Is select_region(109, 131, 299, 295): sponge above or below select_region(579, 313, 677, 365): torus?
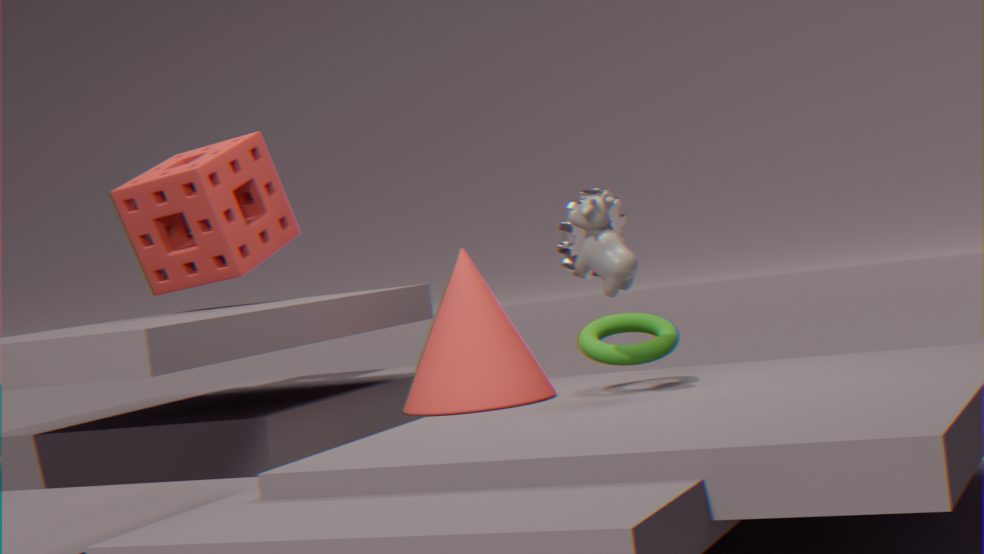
above
